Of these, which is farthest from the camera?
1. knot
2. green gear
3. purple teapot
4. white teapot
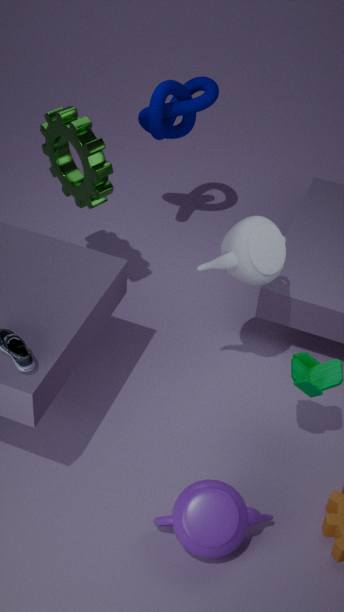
knot
